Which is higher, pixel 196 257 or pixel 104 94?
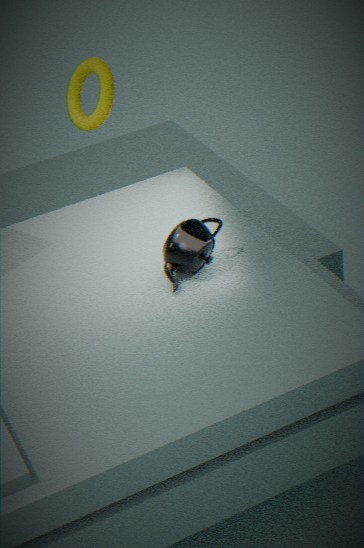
pixel 104 94
